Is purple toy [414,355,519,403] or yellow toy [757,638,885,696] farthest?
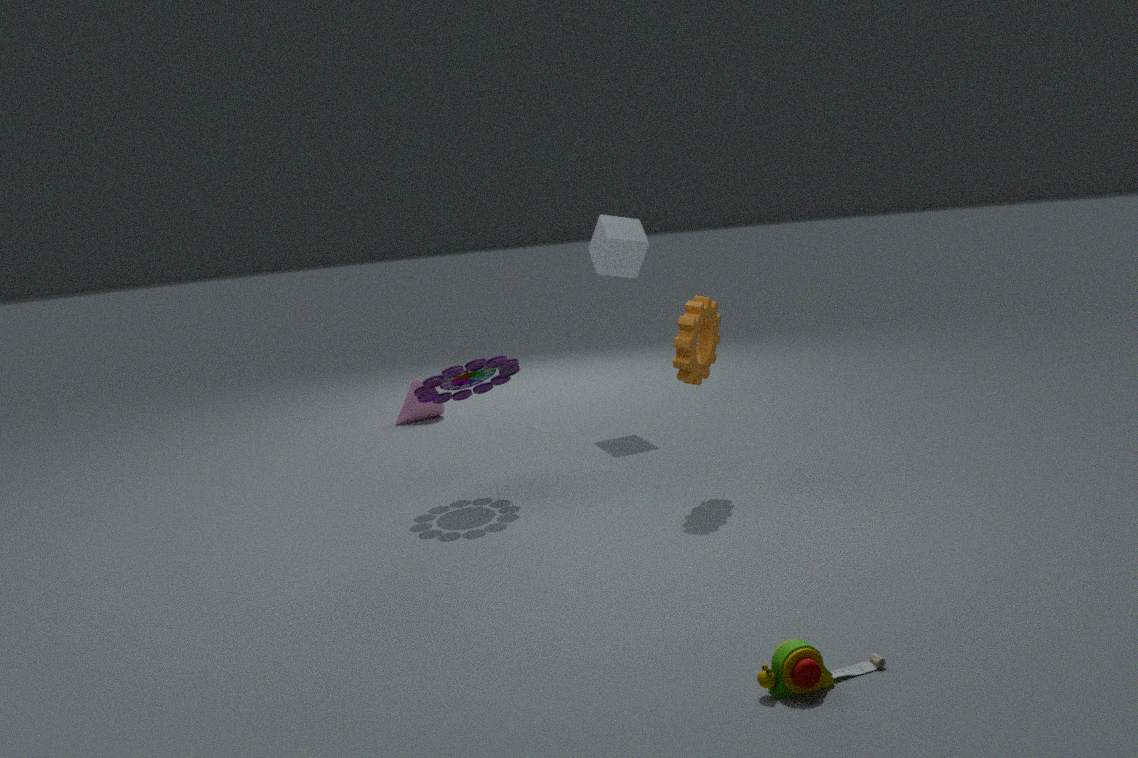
purple toy [414,355,519,403]
